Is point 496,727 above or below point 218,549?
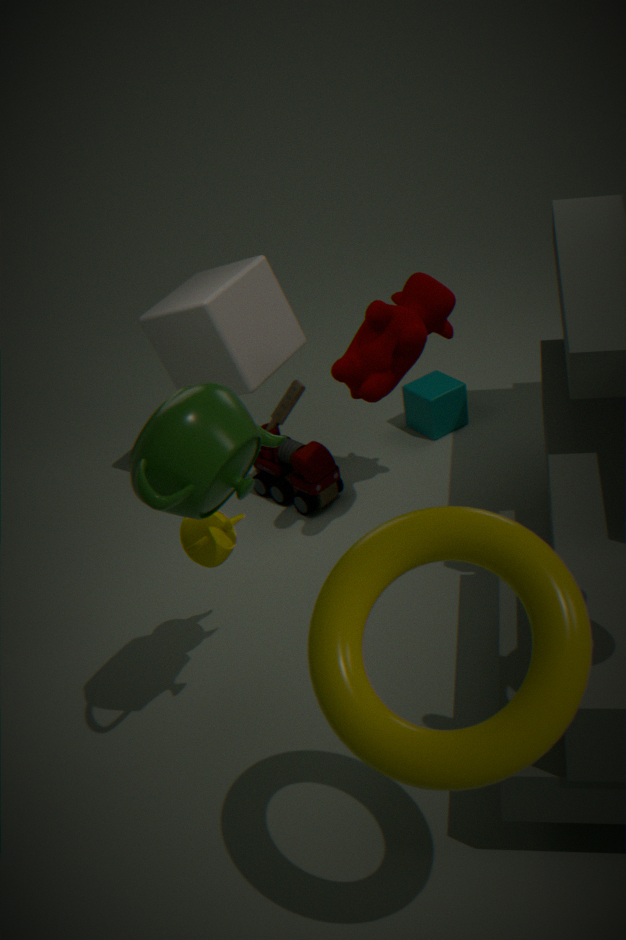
above
